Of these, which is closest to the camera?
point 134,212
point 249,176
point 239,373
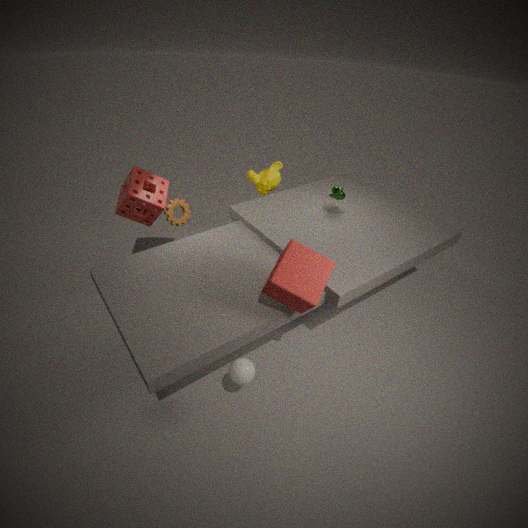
point 239,373
